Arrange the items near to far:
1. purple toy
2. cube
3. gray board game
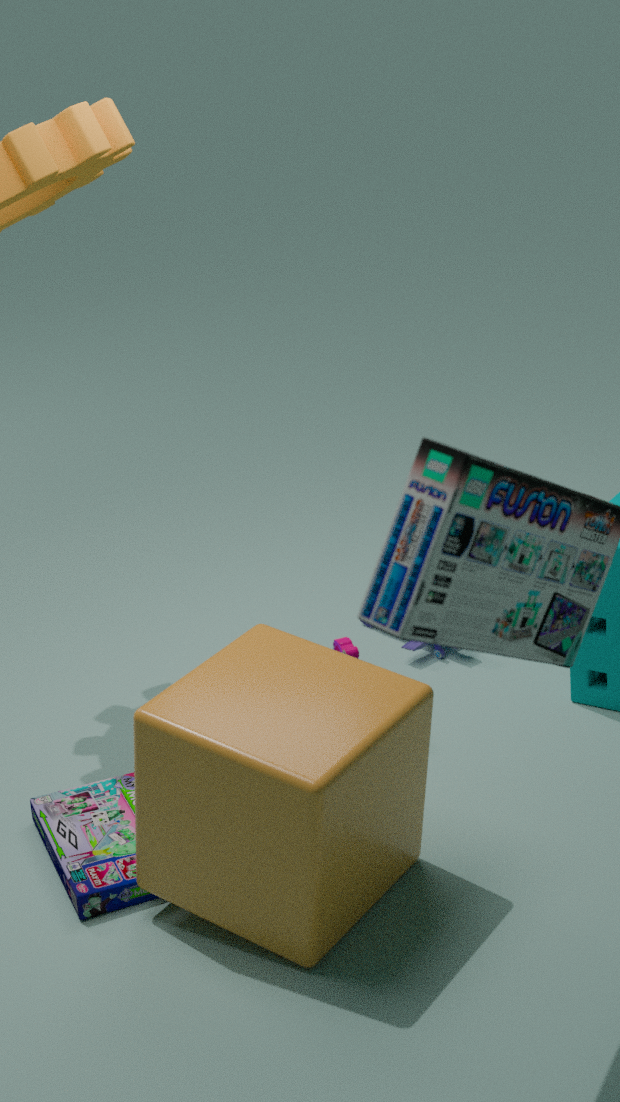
1. cube
2. gray board game
3. purple toy
